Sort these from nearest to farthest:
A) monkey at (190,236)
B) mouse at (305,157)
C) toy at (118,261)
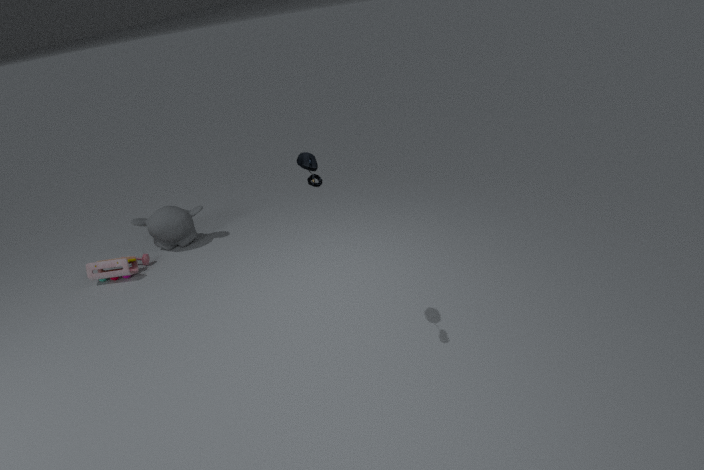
mouse at (305,157)
toy at (118,261)
monkey at (190,236)
